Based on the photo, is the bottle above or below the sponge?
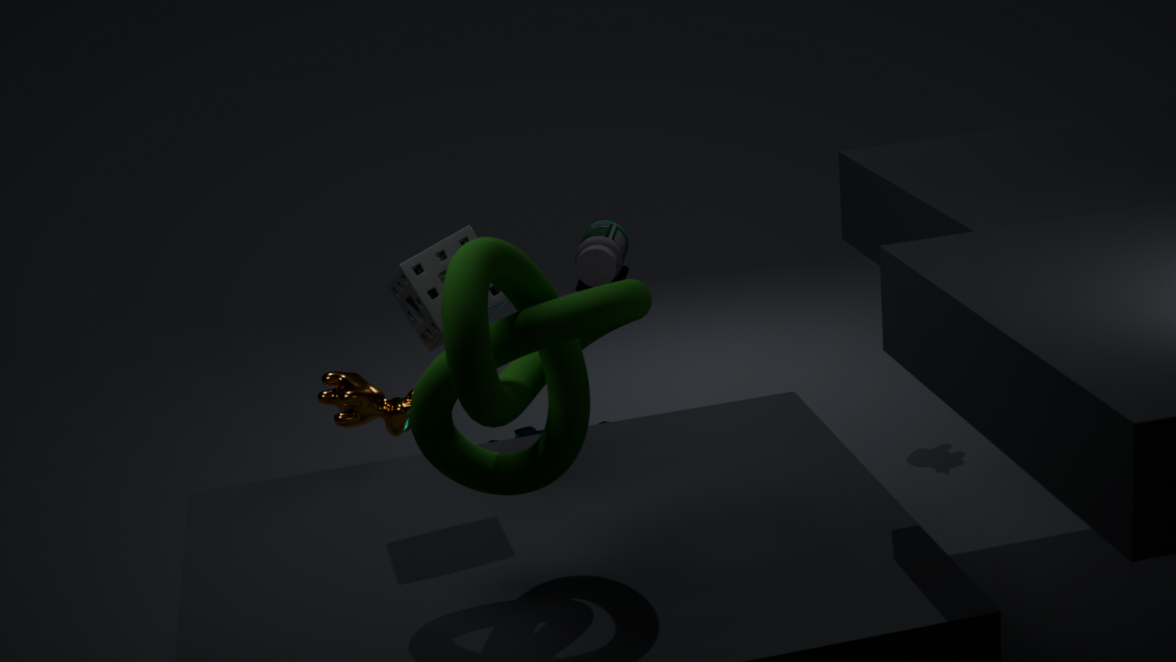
below
